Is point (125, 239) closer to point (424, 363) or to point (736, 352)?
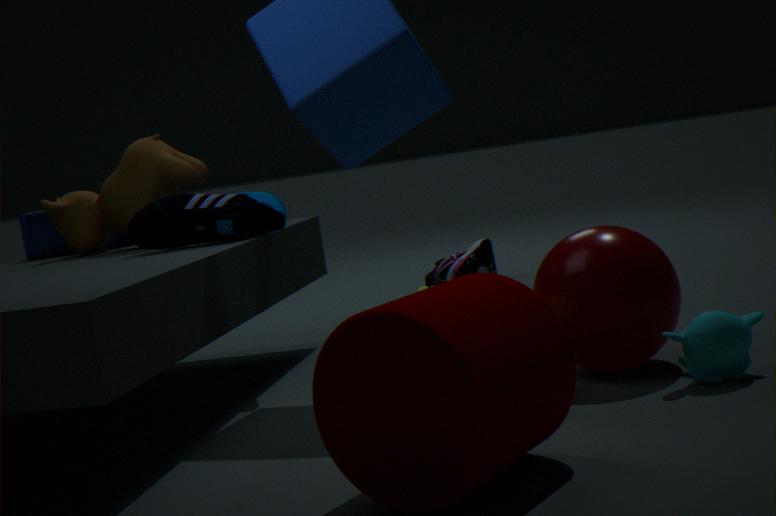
point (424, 363)
